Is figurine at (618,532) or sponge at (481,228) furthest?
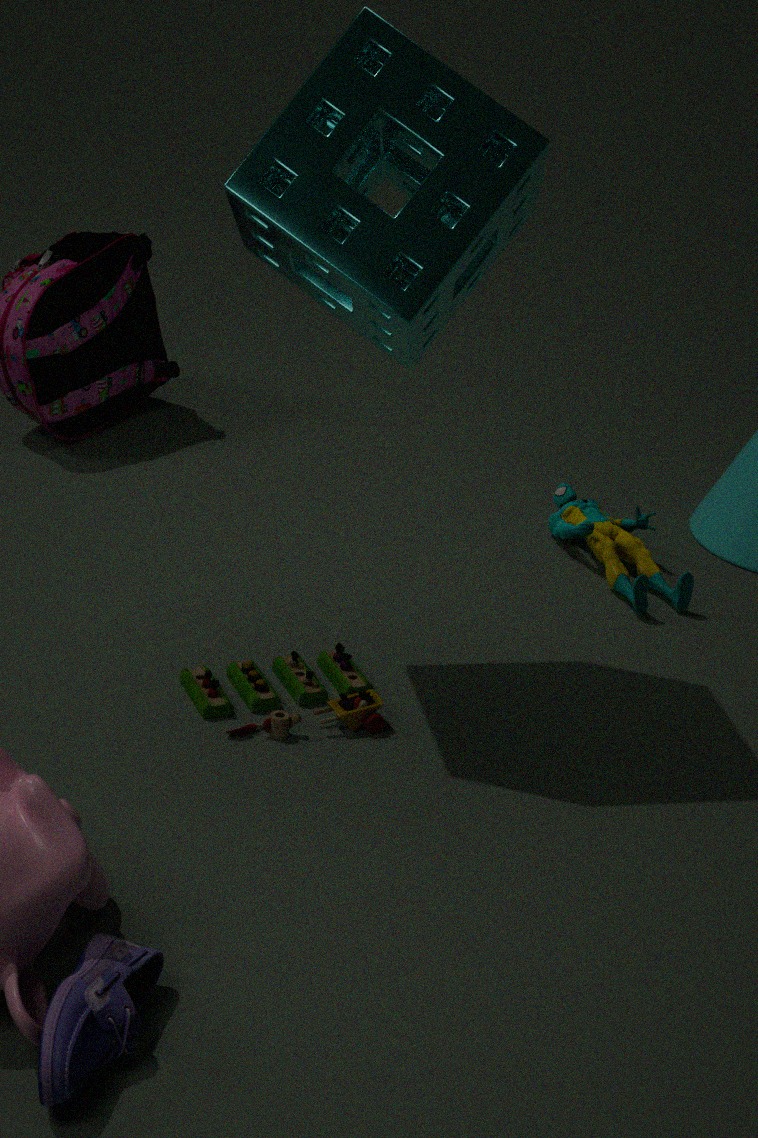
figurine at (618,532)
